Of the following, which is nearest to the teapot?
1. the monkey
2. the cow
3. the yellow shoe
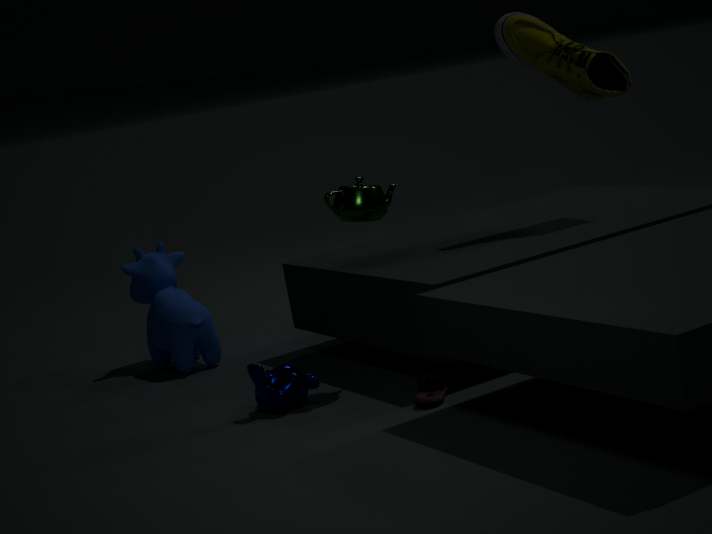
the monkey
